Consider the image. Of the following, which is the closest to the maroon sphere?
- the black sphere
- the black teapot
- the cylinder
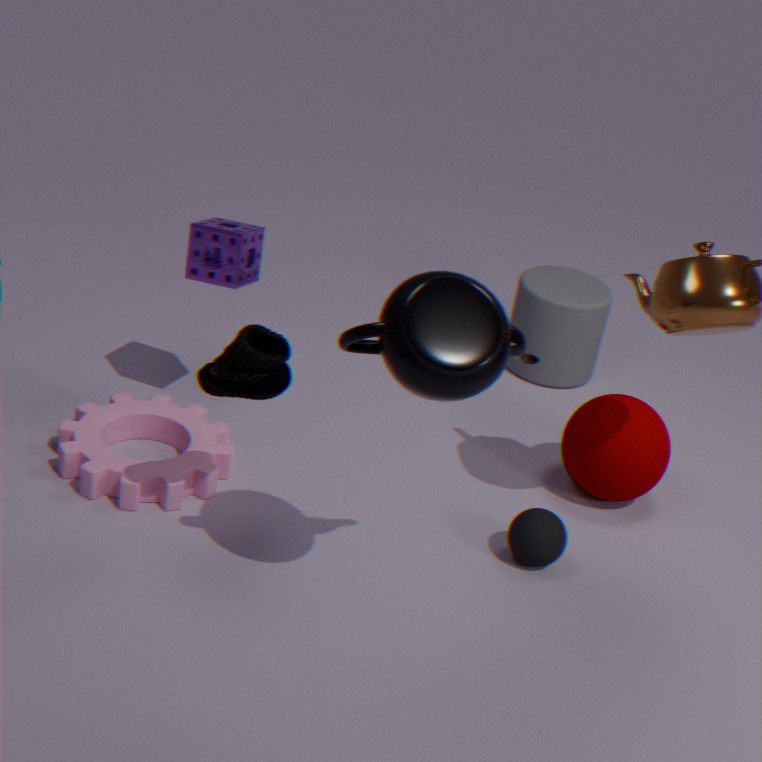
the black sphere
